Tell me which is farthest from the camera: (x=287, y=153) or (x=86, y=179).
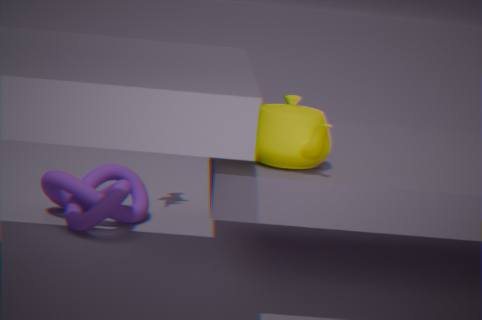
(x=86, y=179)
